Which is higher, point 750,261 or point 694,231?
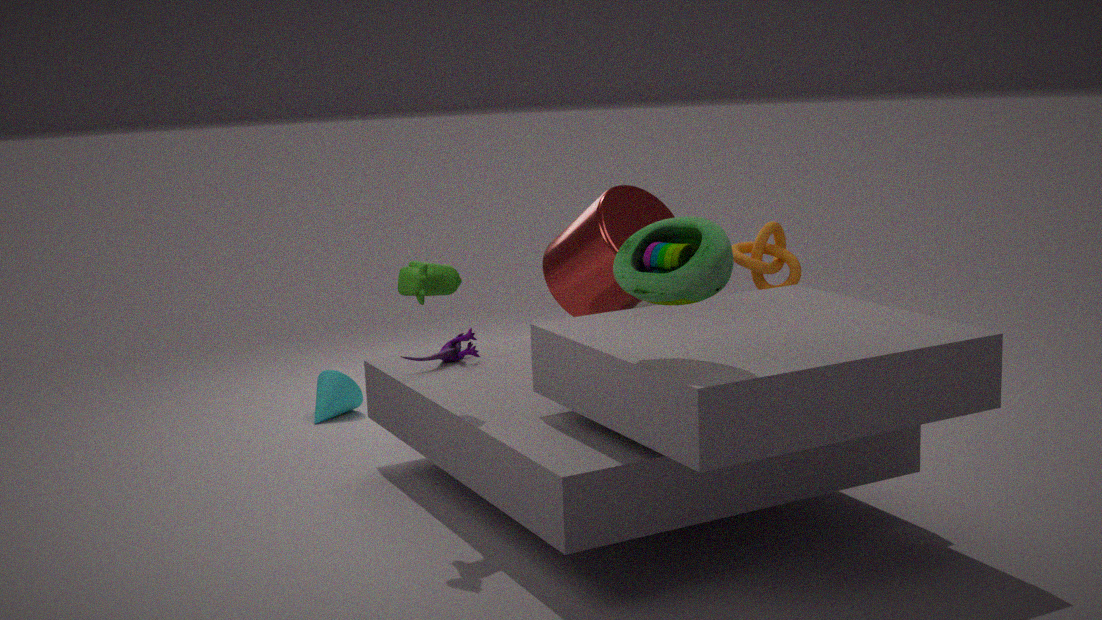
point 694,231
